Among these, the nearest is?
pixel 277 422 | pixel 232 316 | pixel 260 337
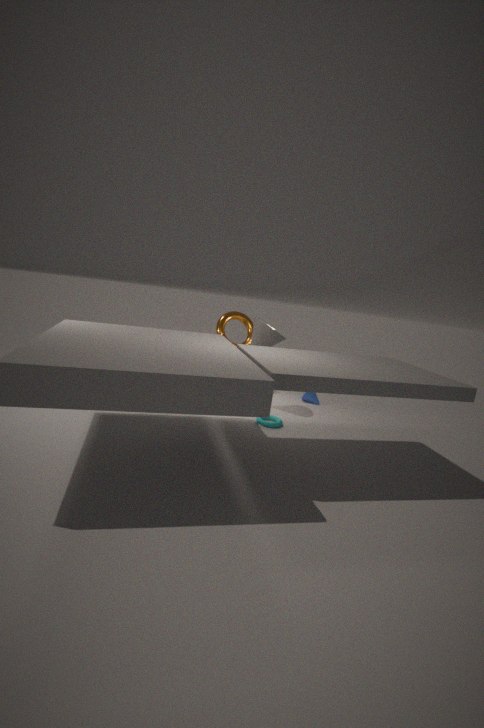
pixel 277 422
